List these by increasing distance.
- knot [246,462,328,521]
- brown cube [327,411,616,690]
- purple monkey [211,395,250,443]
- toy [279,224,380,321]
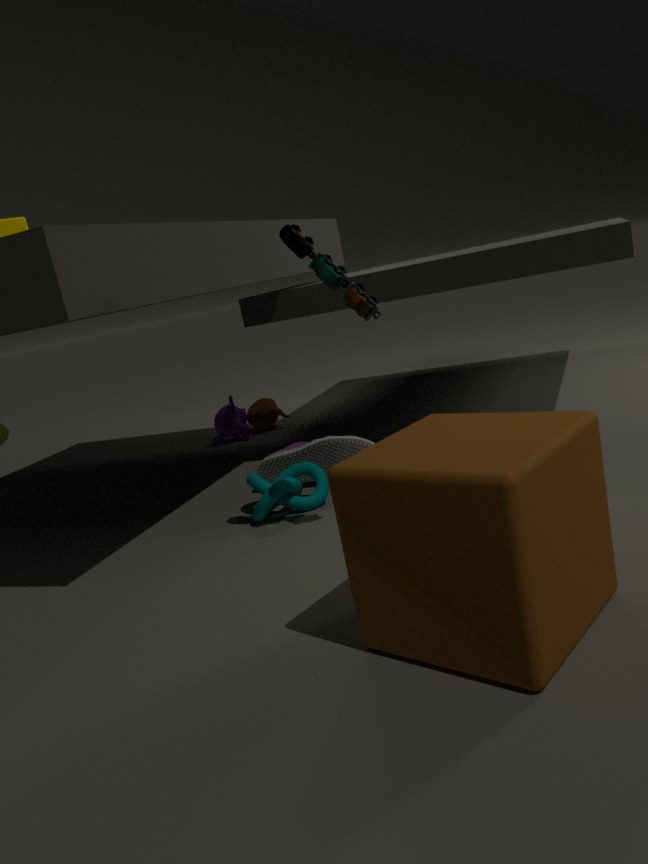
brown cube [327,411,616,690]
toy [279,224,380,321]
knot [246,462,328,521]
purple monkey [211,395,250,443]
